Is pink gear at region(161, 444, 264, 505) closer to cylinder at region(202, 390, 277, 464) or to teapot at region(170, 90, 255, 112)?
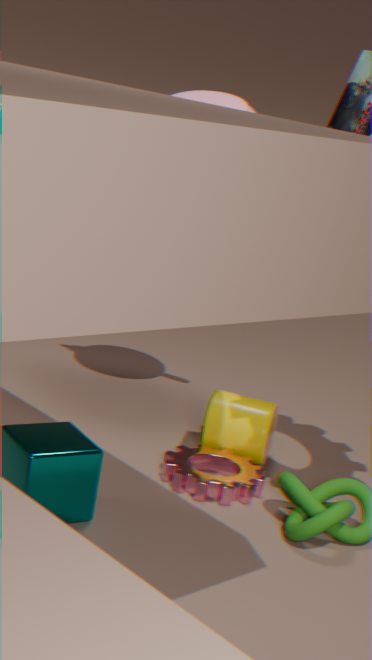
cylinder at region(202, 390, 277, 464)
